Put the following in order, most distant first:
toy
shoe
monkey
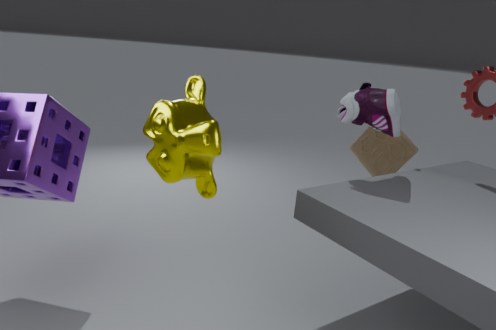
toy, shoe, monkey
